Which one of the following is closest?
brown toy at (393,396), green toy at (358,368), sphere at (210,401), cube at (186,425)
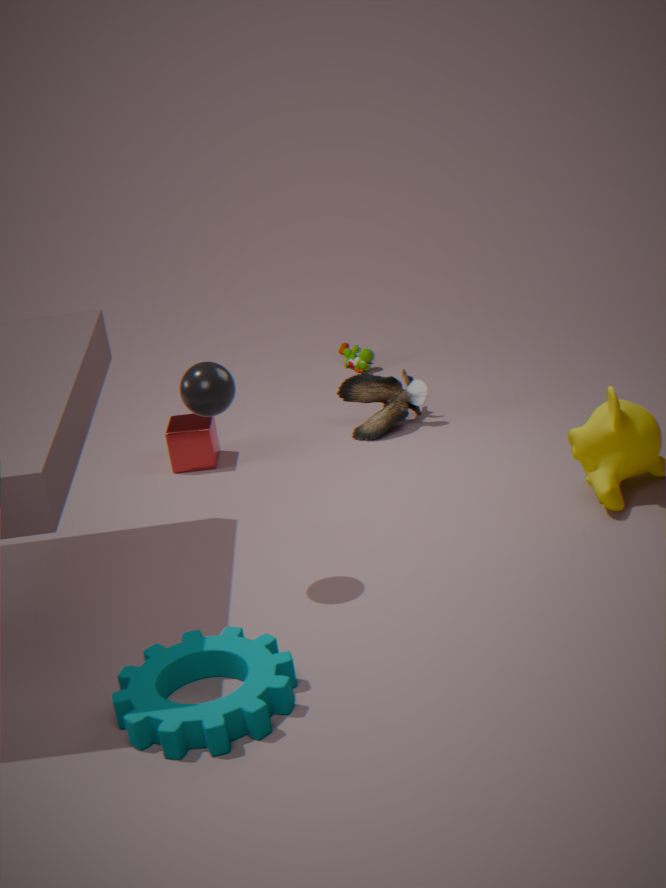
sphere at (210,401)
